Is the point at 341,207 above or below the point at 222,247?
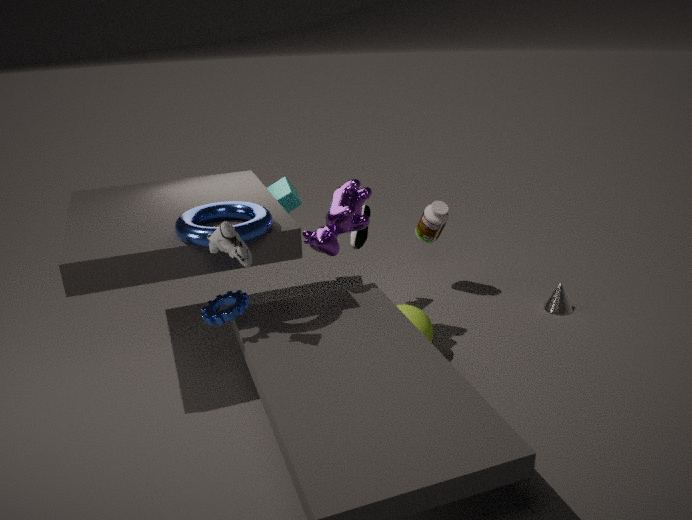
below
